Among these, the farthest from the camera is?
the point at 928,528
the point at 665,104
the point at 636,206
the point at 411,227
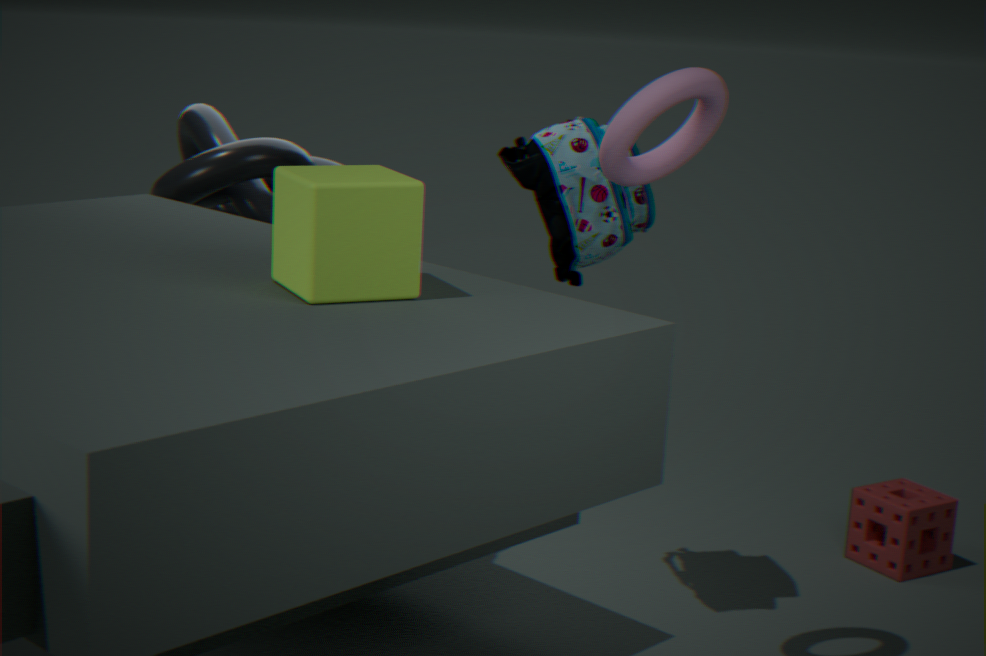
the point at 928,528
